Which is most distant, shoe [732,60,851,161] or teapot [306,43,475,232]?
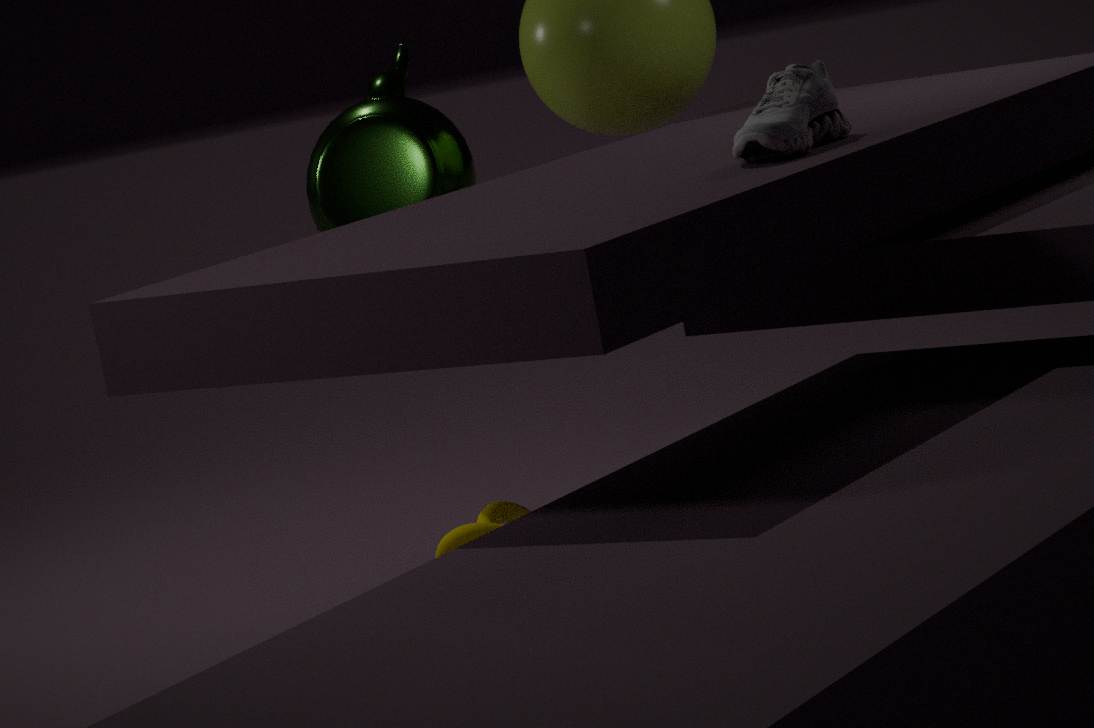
teapot [306,43,475,232]
